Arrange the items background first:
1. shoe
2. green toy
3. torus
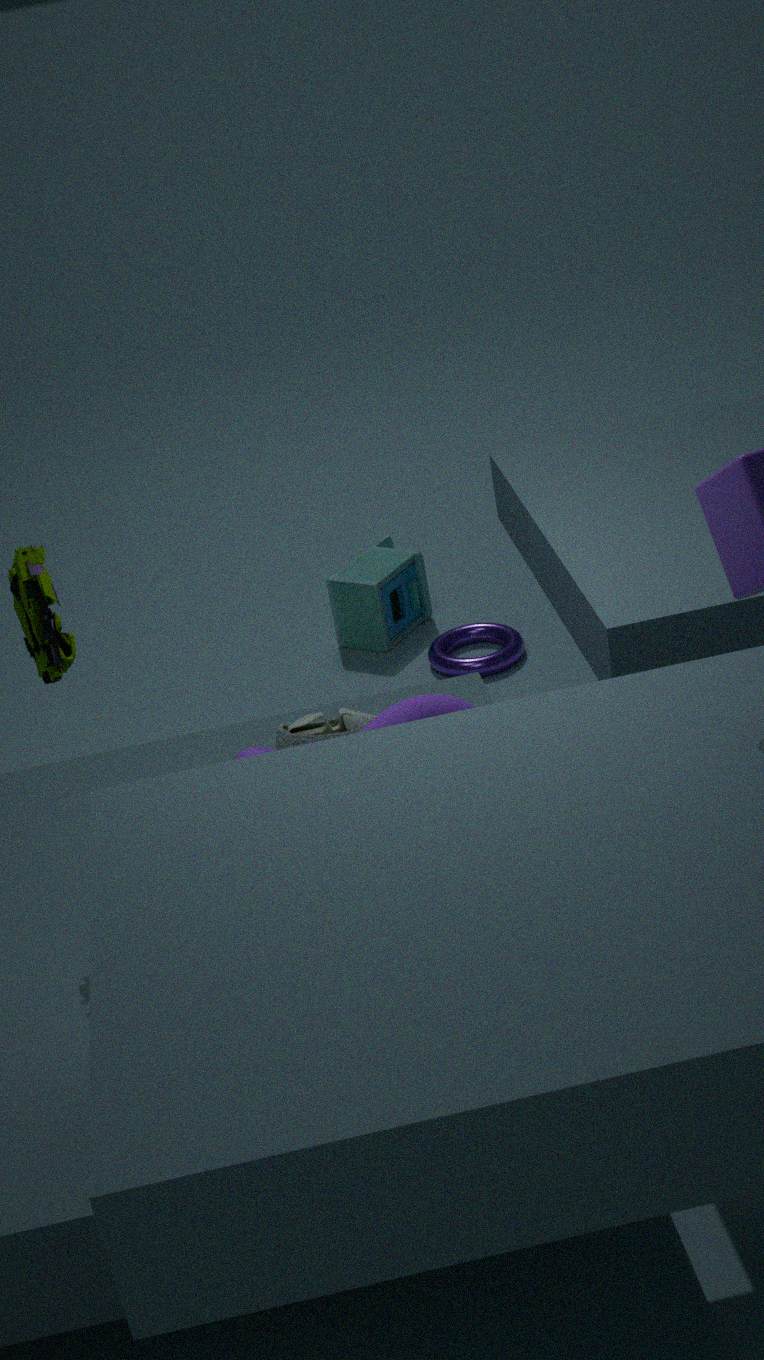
torus, shoe, green toy
